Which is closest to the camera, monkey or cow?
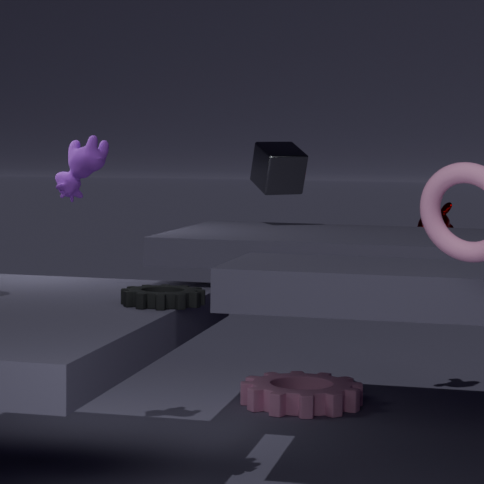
cow
